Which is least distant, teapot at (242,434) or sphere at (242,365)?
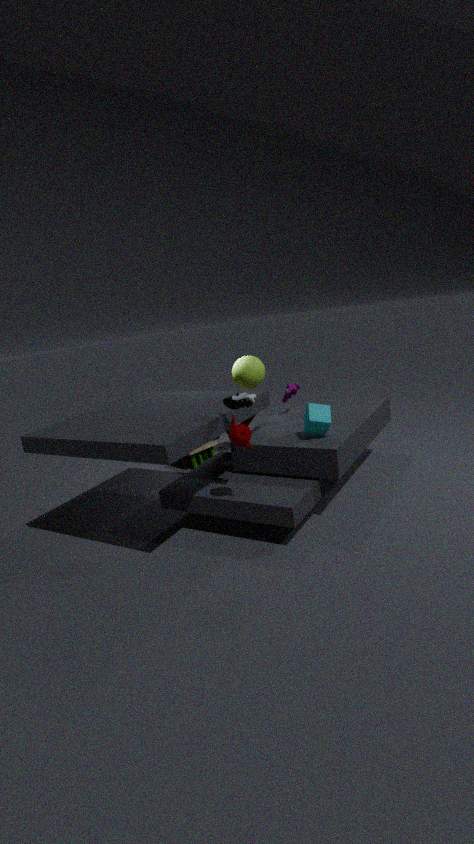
teapot at (242,434)
